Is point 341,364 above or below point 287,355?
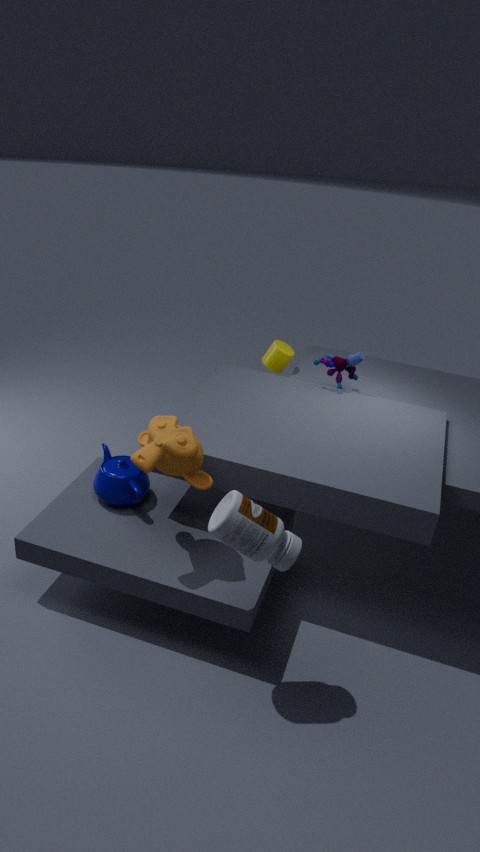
above
